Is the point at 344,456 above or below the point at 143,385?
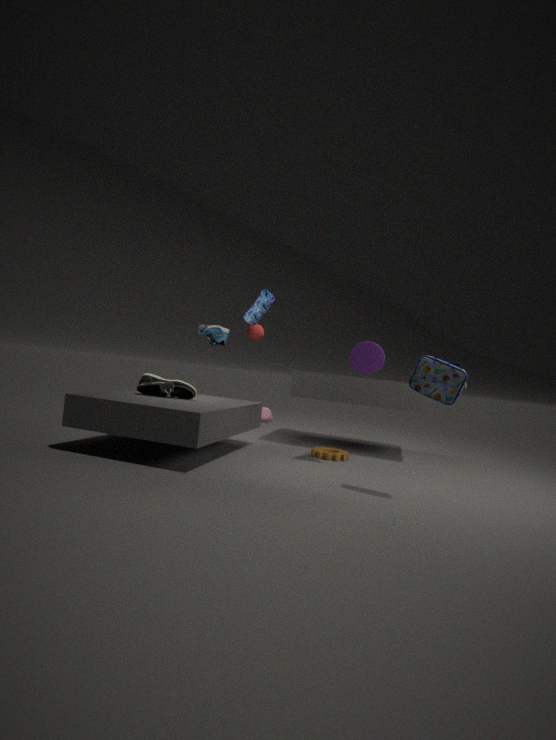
below
